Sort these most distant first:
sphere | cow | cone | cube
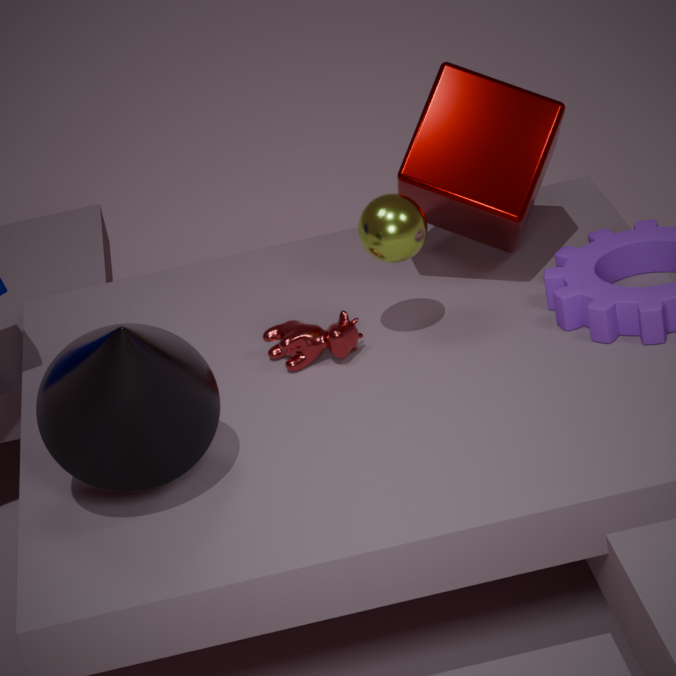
cube
cow
sphere
cone
